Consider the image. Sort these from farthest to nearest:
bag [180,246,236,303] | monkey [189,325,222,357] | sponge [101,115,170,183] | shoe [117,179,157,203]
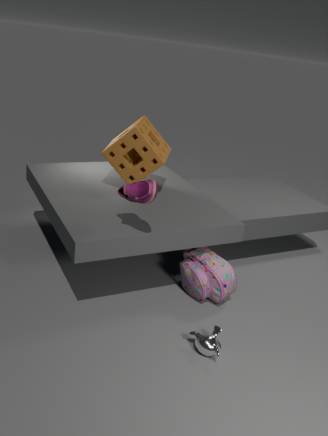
sponge [101,115,170,183]
bag [180,246,236,303]
monkey [189,325,222,357]
shoe [117,179,157,203]
